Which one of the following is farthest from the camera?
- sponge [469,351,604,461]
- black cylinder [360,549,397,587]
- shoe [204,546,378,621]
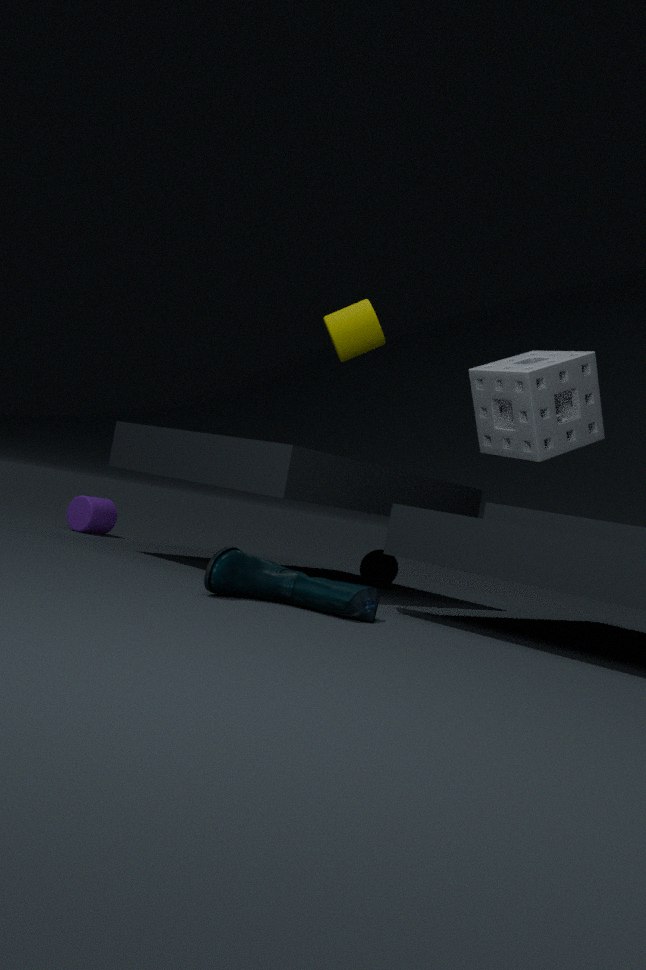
black cylinder [360,549,397,587]
